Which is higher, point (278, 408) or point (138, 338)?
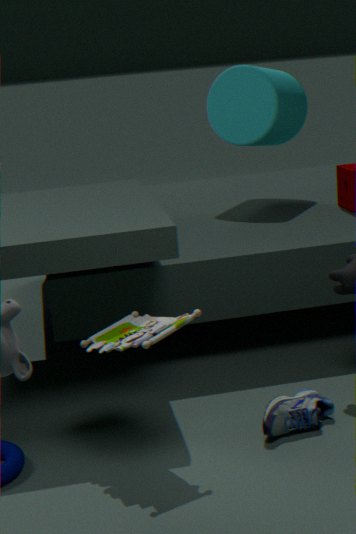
point (138, 338)
